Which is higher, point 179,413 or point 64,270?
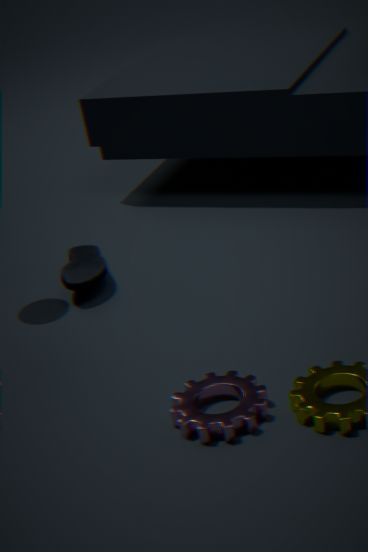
point 64,270
